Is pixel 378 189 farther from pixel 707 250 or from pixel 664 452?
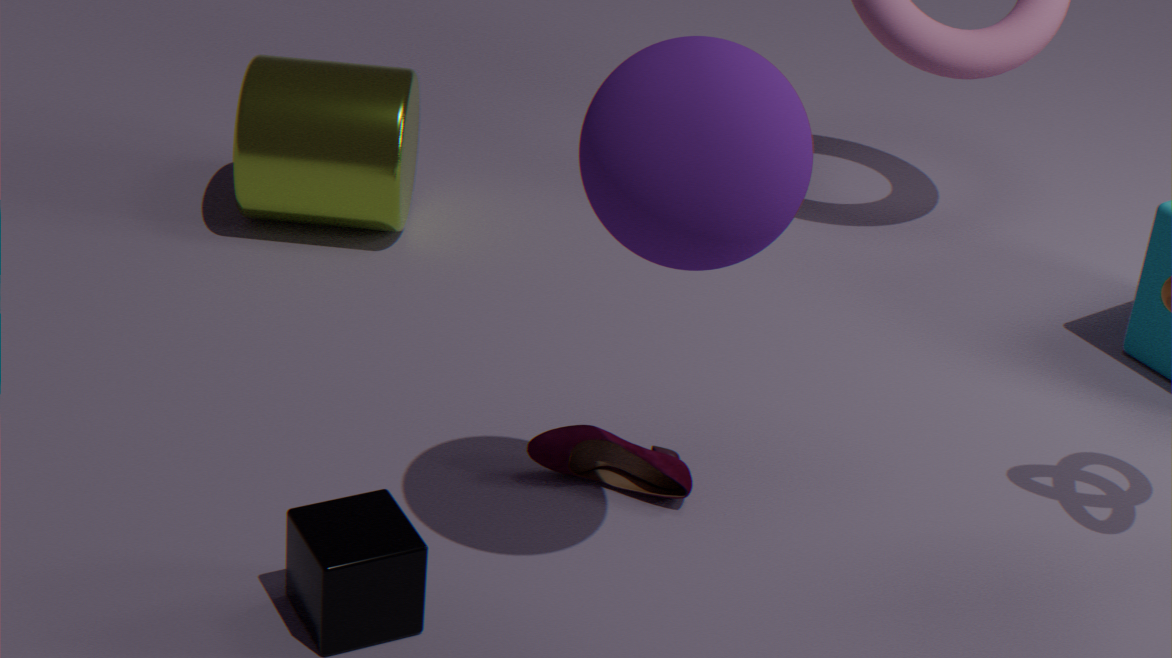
pixel 707 250
